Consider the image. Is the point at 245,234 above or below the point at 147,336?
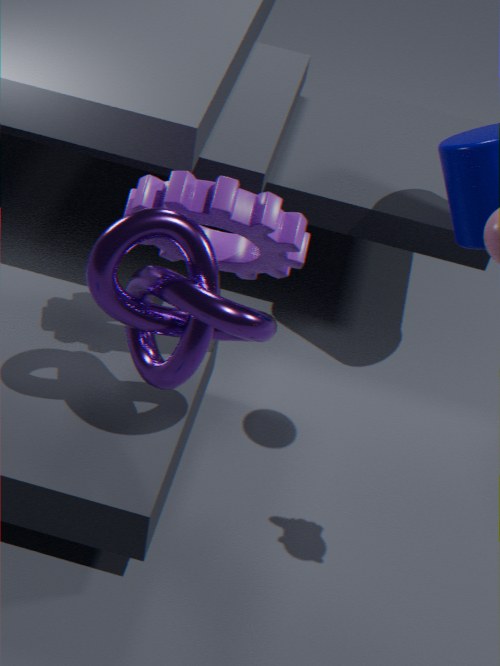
above
